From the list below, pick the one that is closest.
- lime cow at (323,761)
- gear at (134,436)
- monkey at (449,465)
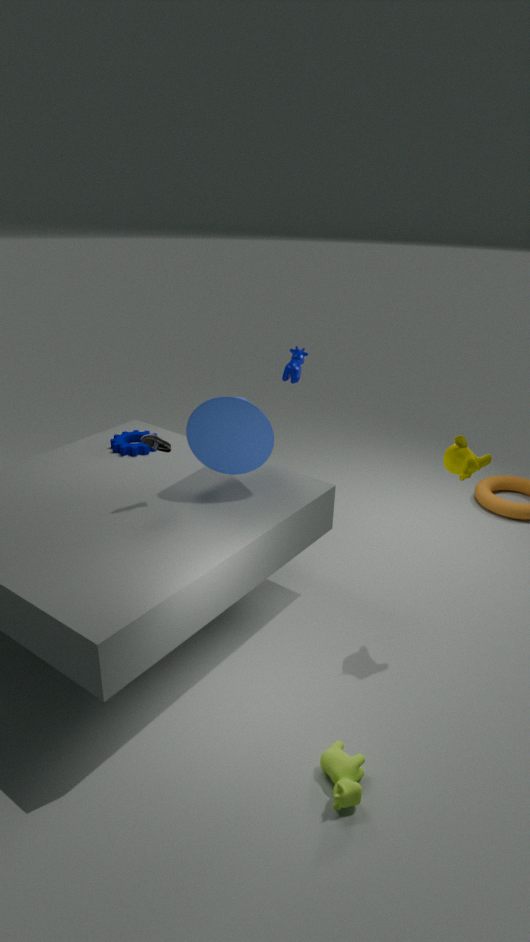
lime cow at (323,761)
